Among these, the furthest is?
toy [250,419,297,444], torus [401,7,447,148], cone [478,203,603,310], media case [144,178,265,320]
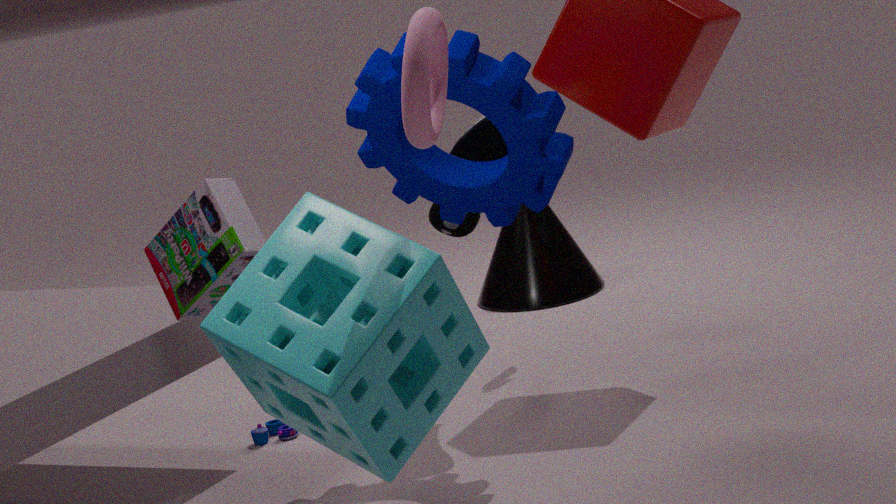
cone [478,203,603,310]
